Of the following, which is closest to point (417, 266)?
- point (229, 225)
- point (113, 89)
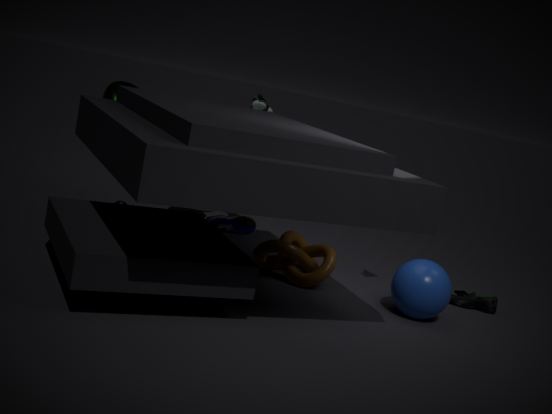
point (229, 225)
